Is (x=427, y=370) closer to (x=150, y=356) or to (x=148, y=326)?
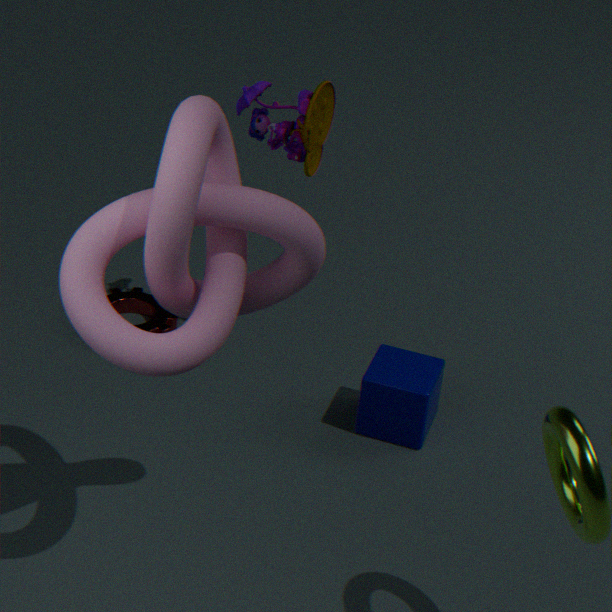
(x=148, y=326)
